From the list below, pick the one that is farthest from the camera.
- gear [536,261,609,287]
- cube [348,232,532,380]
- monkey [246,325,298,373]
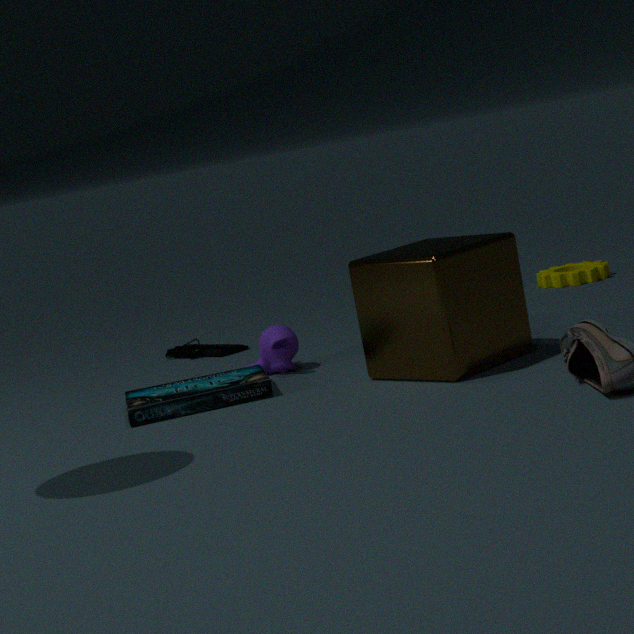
gear [536,261,609,287]
